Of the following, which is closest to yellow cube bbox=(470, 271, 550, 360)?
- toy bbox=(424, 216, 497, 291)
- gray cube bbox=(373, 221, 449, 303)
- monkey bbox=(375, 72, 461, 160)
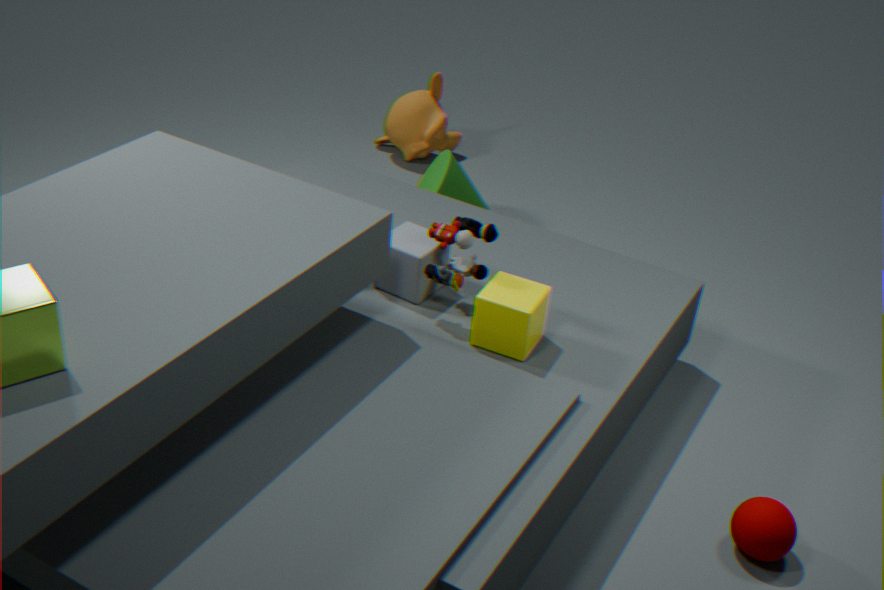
toy bbox=(424, 216, 497, 291)
